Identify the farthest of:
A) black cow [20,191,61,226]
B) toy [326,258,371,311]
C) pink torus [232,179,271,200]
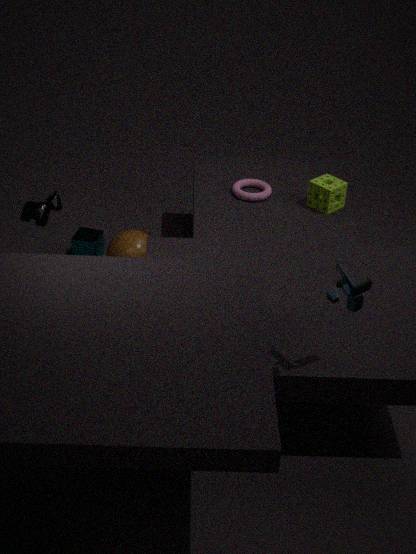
pink torus [232,179,271,200]
